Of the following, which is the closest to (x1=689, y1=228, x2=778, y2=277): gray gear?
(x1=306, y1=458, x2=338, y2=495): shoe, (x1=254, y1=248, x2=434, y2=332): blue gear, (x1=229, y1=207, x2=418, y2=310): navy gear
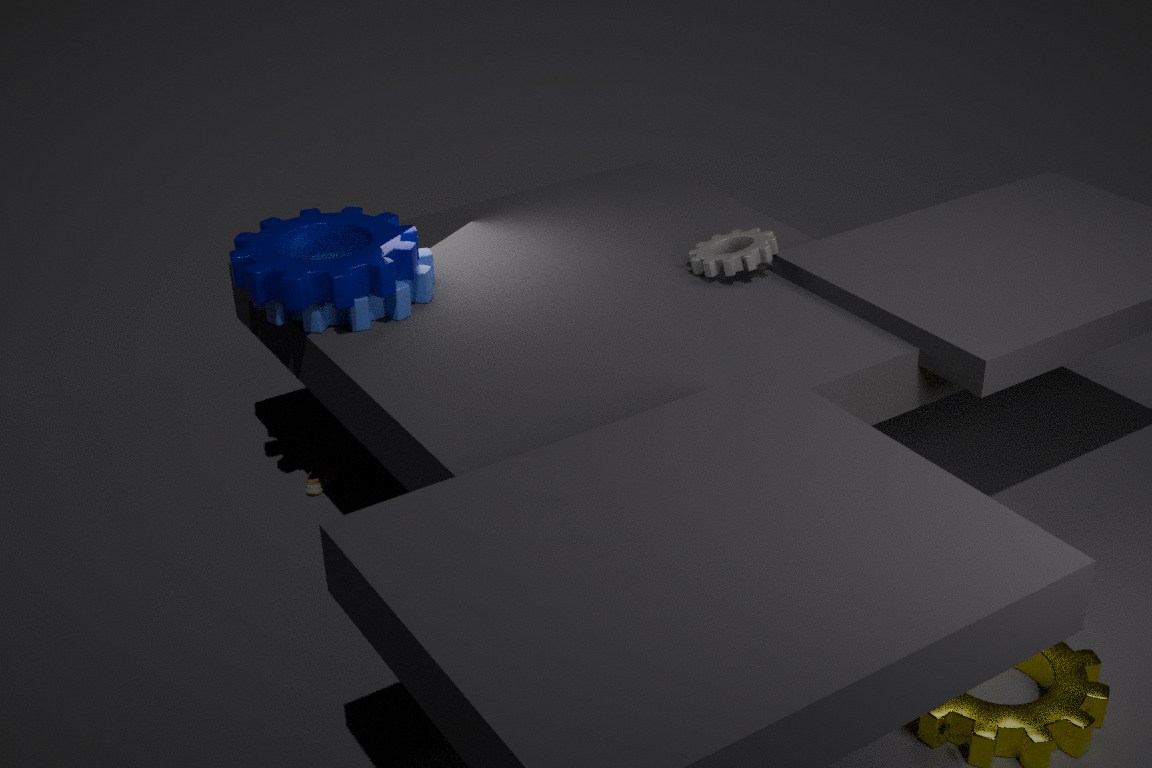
(x1=254, y1=248, x2=434, y2=332): blue gear
